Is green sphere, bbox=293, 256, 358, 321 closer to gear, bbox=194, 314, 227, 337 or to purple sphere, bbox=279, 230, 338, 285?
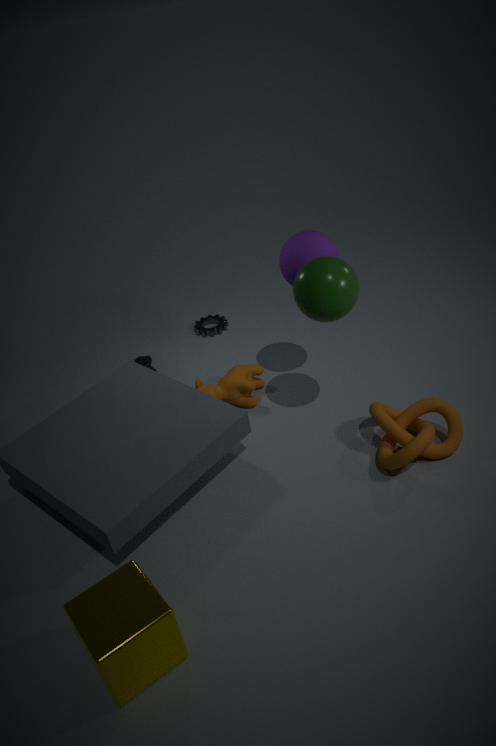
purple sphere, bbox=279, 230, 338, 285
